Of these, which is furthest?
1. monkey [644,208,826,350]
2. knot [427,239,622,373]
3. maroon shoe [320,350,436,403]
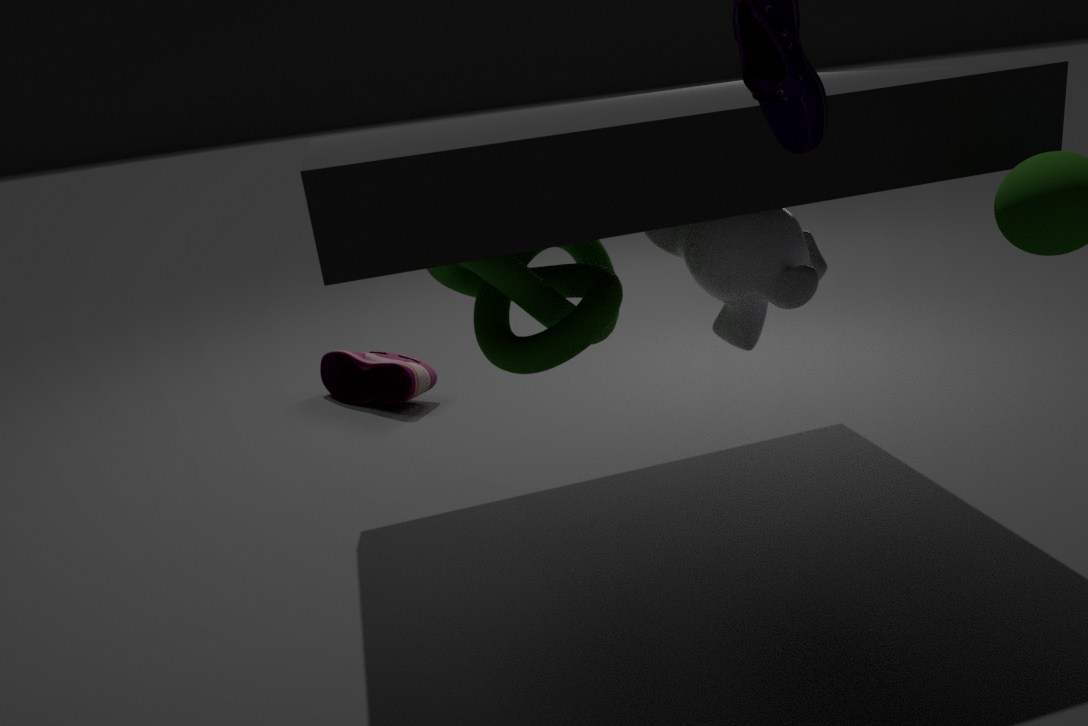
maroon shoe [320,350,436,403]
